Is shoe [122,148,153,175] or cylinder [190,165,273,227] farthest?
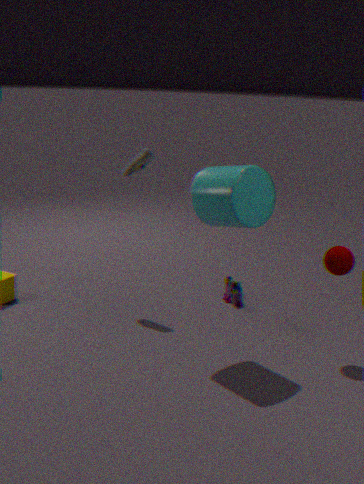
shoe [122,148,153,175]
